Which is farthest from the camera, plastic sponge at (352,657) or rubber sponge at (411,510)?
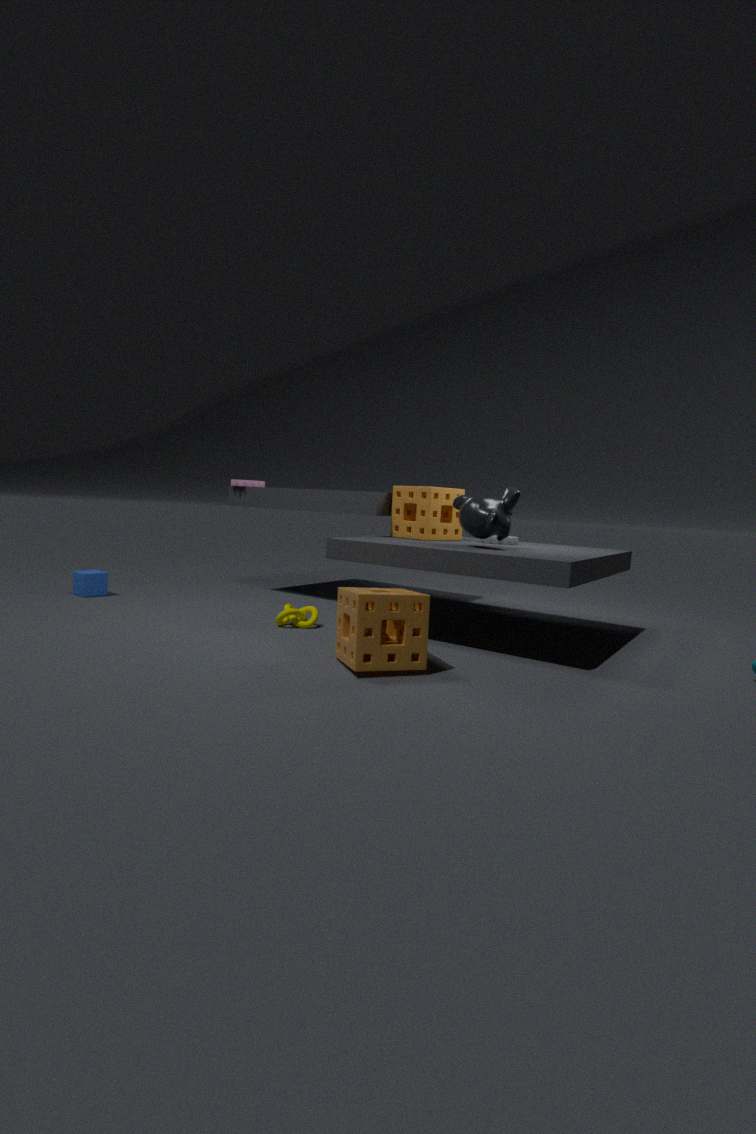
rubber sponge at (411,510)
